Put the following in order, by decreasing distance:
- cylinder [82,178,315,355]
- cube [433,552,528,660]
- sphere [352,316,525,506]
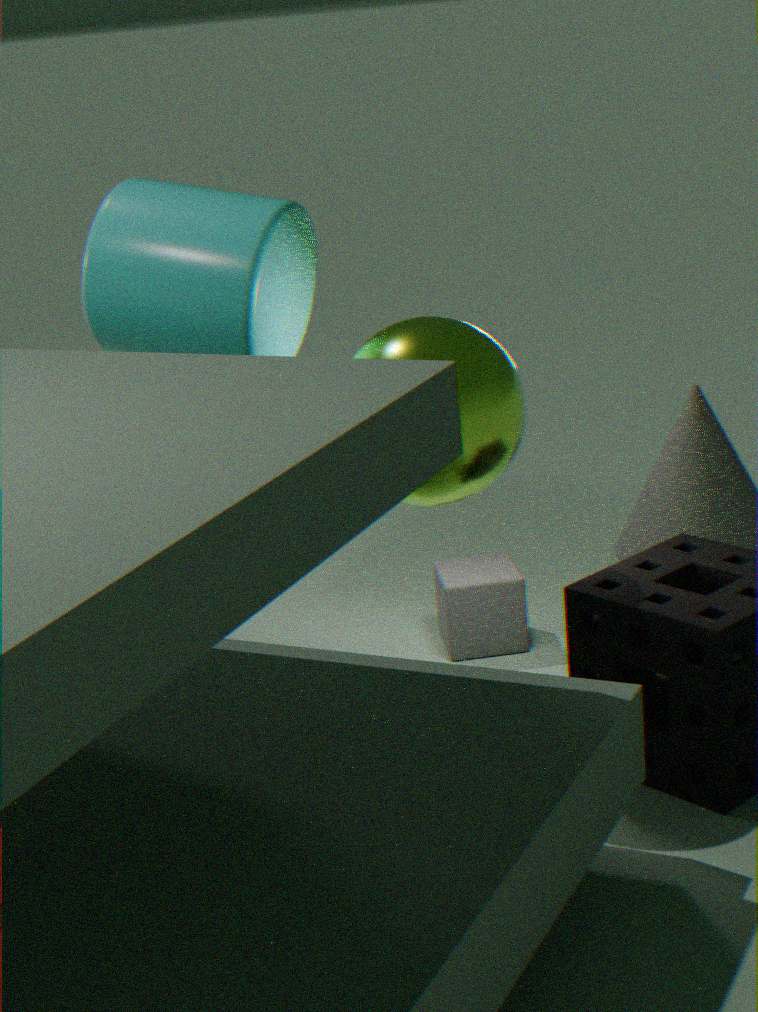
1. cube [433,552,528,660]
2. cylinder [82,178,315,355]
3. sphere [352,316,525,506]
